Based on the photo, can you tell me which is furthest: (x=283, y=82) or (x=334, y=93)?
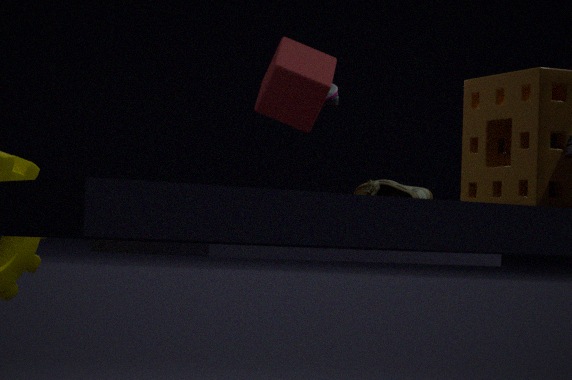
(x=334, y=93)
